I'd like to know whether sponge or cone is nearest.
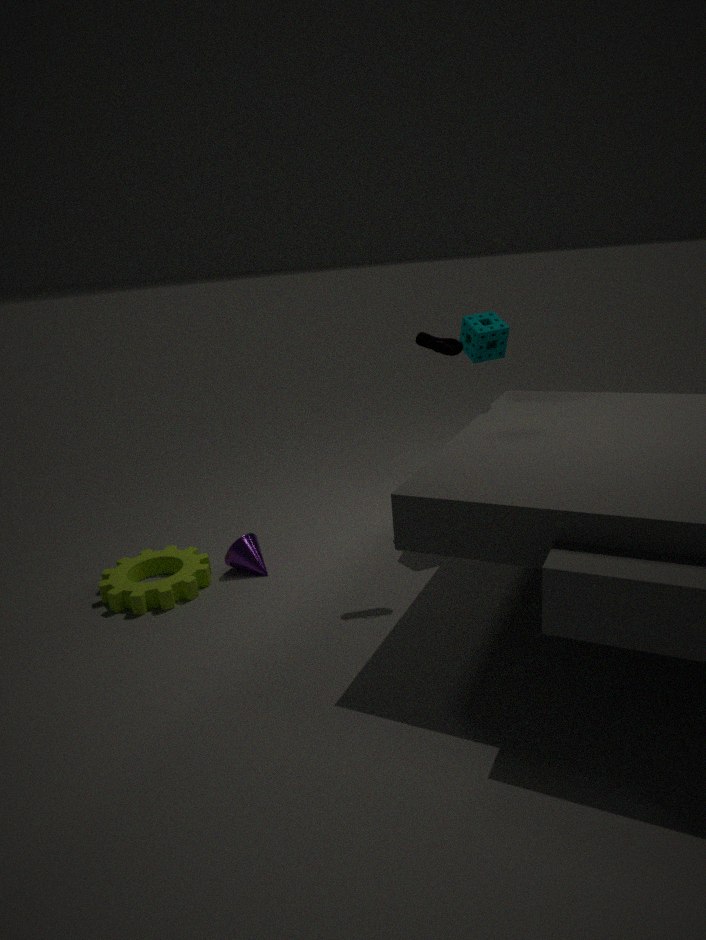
sponge
